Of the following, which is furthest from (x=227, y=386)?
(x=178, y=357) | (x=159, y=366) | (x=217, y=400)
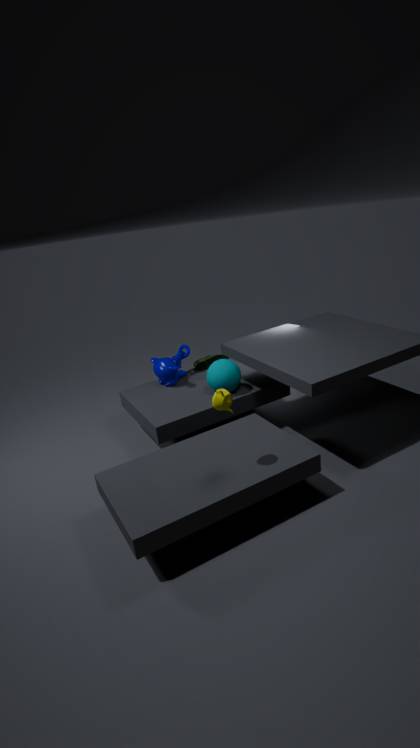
(x=217, y=400)
